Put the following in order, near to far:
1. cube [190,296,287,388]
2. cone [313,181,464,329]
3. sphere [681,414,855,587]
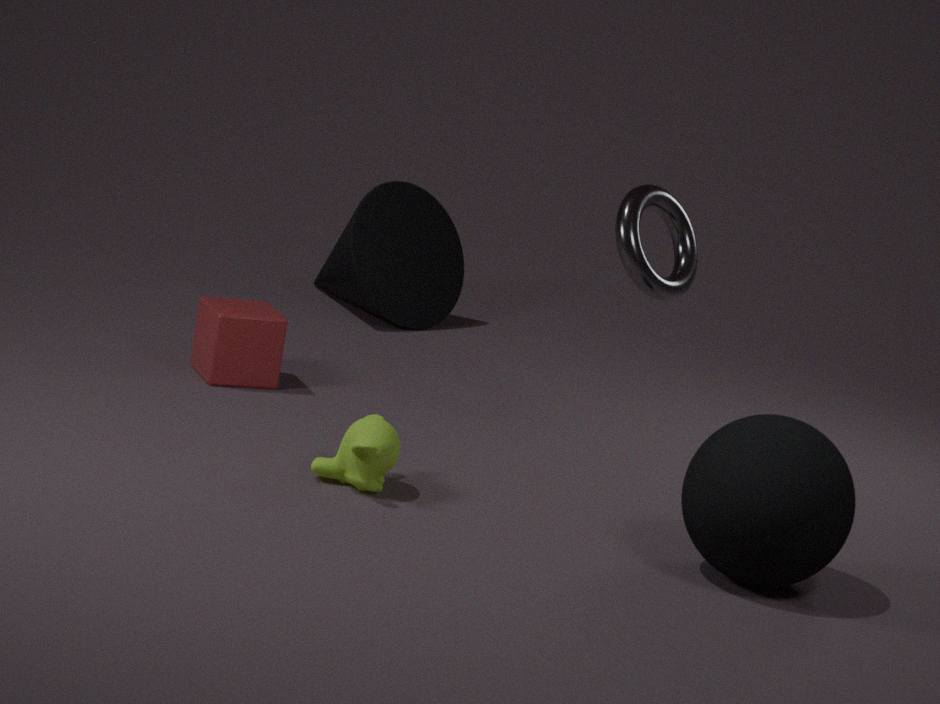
Answer: 1. sphere [681,414,855,587]
2. cube [190,296,287,388]
3. cone [313,181,464,329]
